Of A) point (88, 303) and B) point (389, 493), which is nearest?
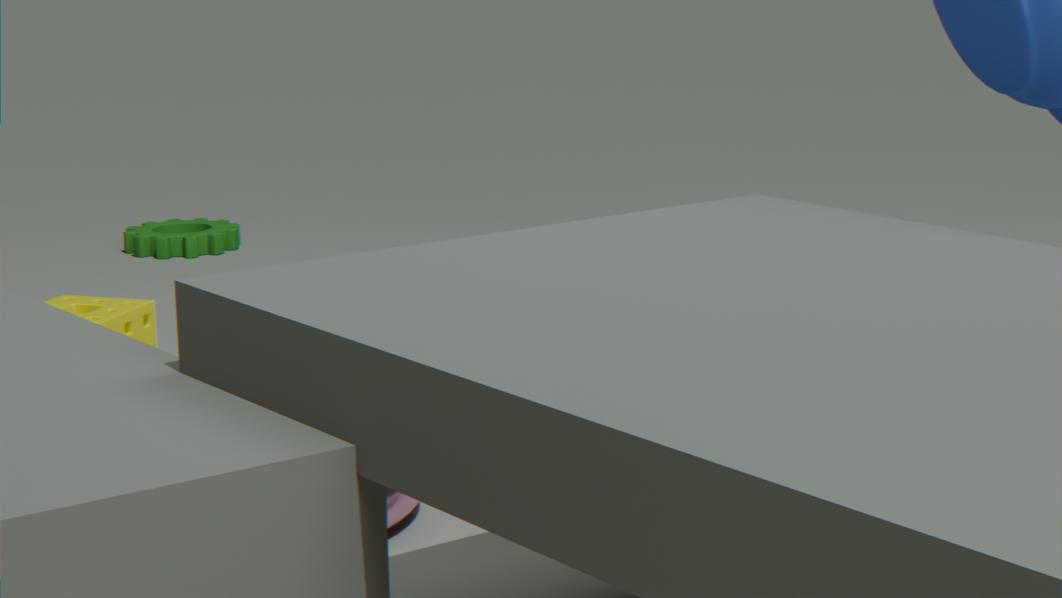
B. point (389, 493)
